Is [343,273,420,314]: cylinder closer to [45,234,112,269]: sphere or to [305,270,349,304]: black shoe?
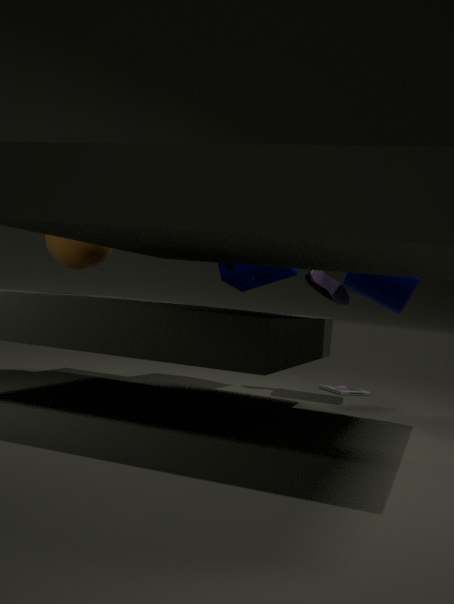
[305,270,349,304]: black shoe
